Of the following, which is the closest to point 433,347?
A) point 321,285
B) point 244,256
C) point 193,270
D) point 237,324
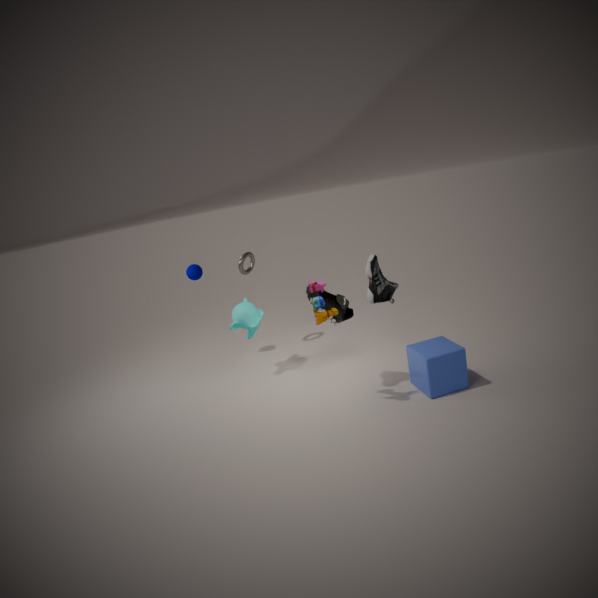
point 321,285
